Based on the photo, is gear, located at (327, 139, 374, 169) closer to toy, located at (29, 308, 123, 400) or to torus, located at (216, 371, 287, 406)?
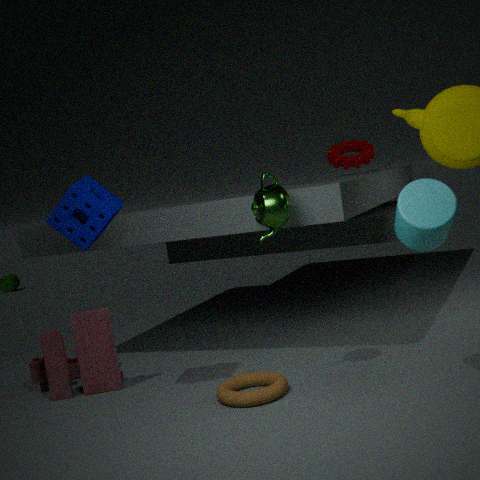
torus, located at (216, 371, 287, 406)
